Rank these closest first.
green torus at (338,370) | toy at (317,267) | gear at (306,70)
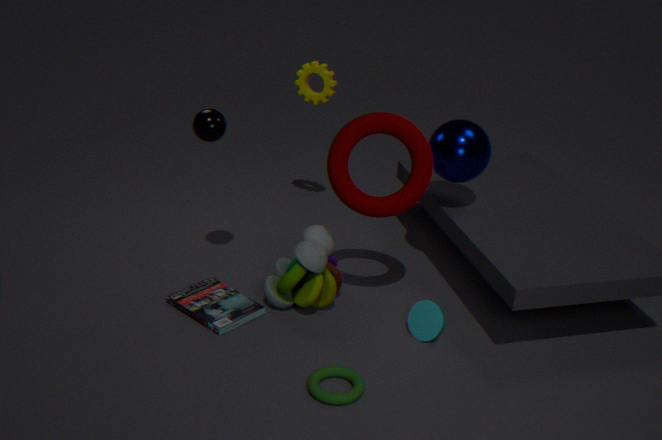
green torus at (338,370)
toy at (317,267)
gear at (306,70)
